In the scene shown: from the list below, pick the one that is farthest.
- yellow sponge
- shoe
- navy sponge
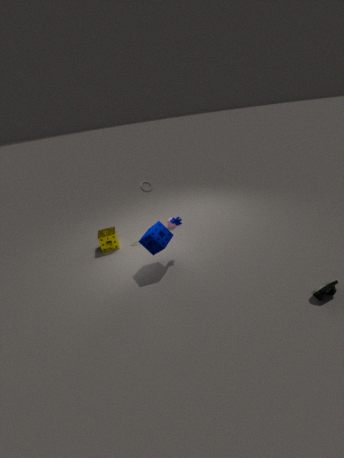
yellow sponge
